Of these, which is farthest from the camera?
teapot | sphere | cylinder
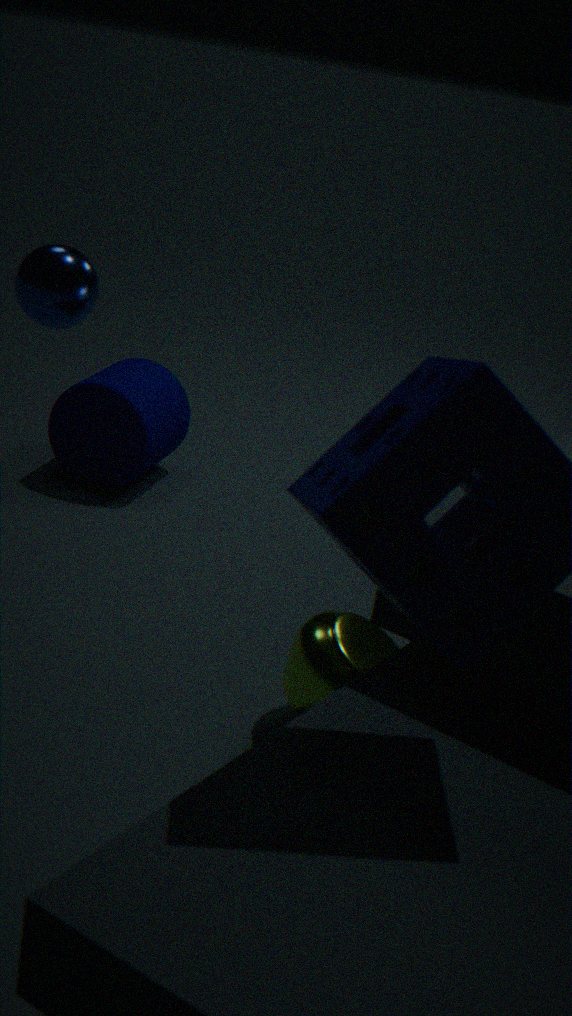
cylinder
